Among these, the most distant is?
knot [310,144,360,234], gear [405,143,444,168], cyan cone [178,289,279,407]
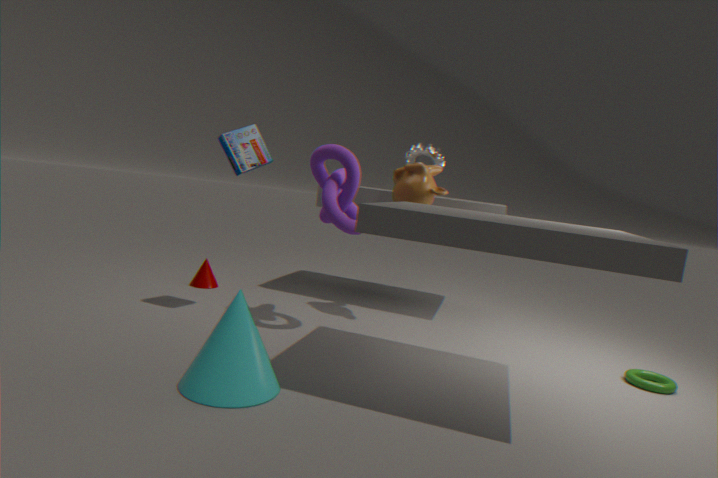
gear [405,143,444,168]
